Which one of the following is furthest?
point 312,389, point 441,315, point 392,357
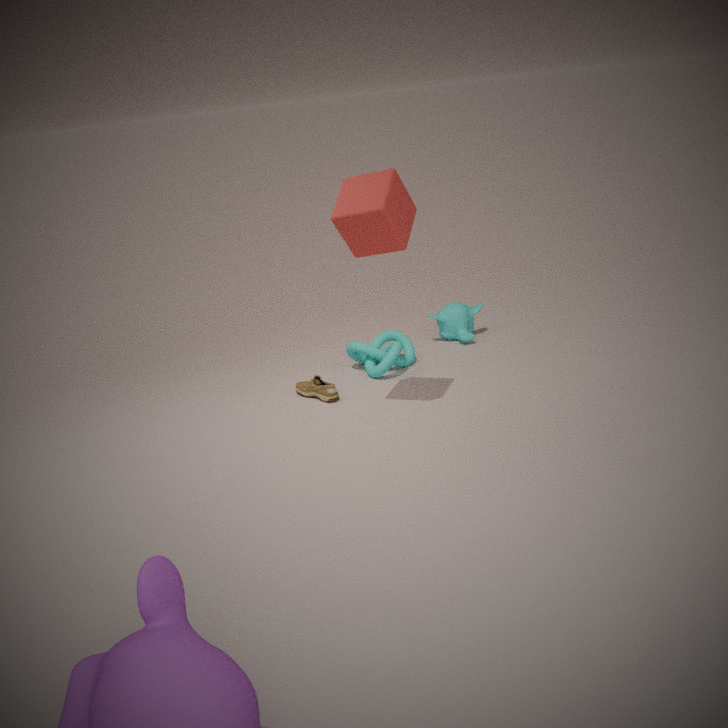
point 441,315
